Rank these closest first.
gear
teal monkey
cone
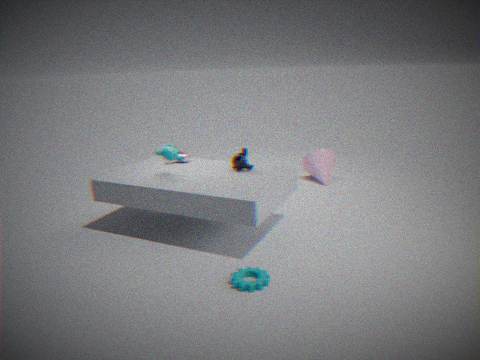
1. gear
2. teal monkey
3. cone
